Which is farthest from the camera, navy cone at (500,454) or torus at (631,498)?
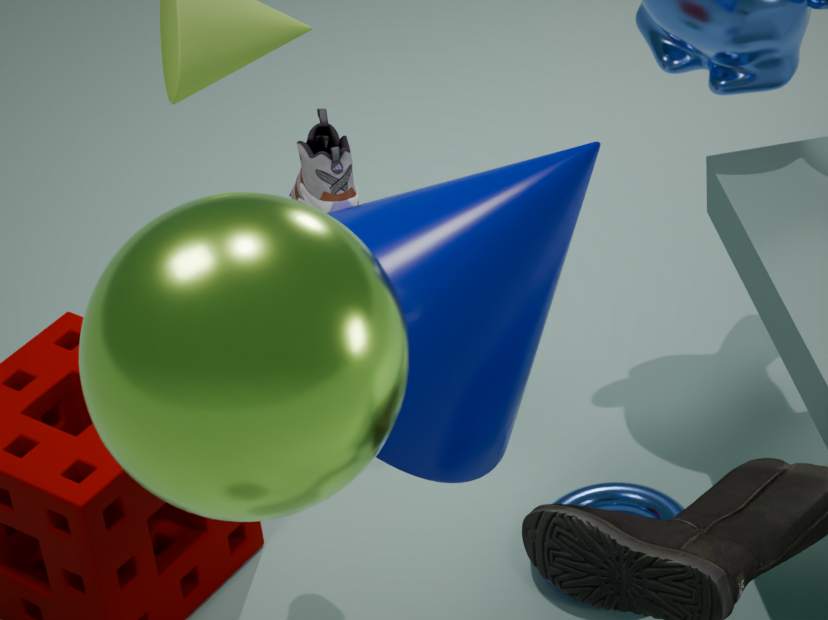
torus at (631,498)
